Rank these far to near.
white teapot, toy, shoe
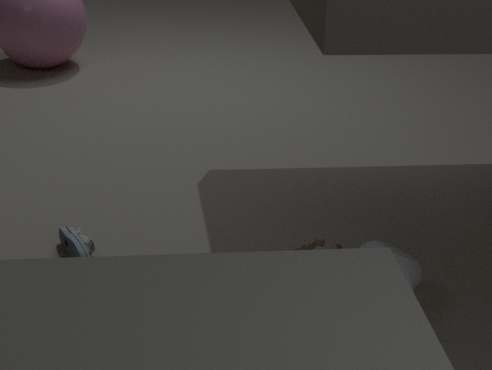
toy
shoe
white teapot
